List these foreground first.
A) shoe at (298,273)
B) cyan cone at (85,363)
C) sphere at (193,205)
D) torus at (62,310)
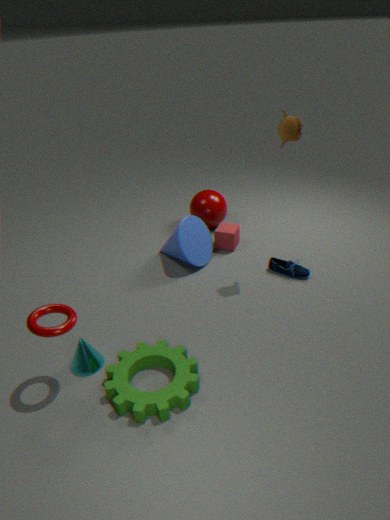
torus at (62,310) → cyan cone at (85,363) → shoe at (298,273) → sphere at (193,205)
